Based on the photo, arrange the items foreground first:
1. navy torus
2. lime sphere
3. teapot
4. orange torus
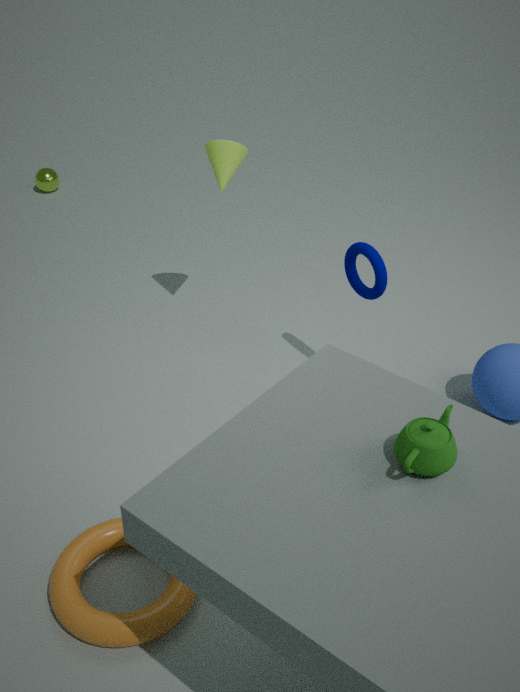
teapot, orange torus, navy torus, lime sphere
